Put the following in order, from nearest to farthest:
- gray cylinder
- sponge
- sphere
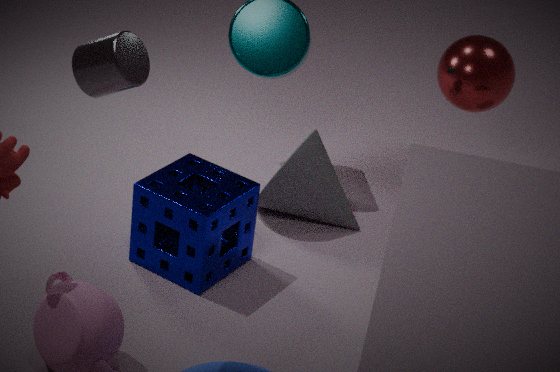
gray cylinder, sponge, sphere
